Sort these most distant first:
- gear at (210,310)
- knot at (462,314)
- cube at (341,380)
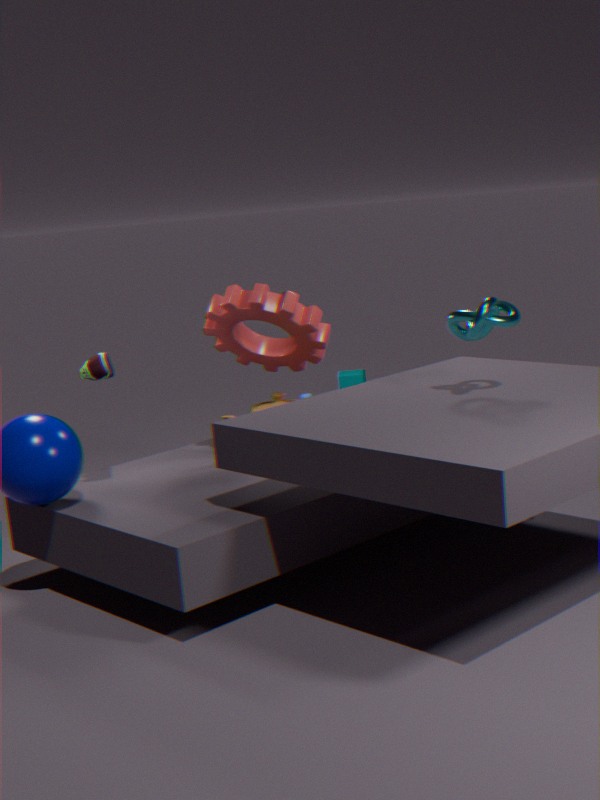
cube at (341,380) < gear at (210,310) < knot at (462,314)
